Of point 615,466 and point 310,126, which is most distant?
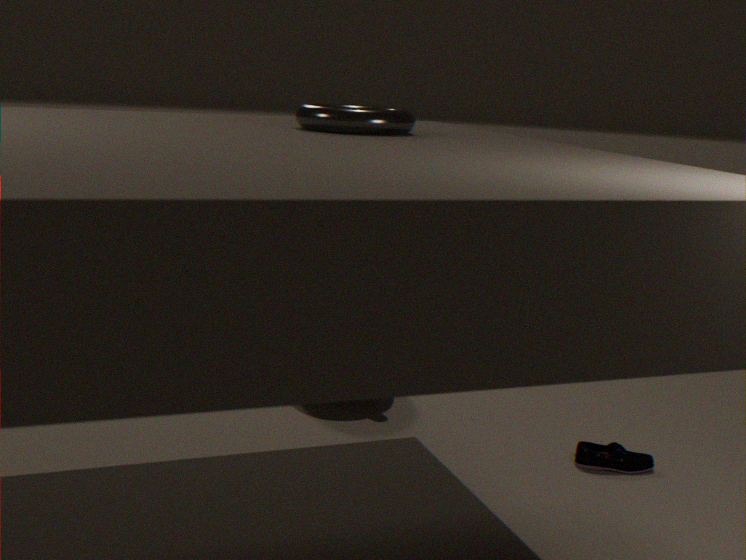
point 615,466
